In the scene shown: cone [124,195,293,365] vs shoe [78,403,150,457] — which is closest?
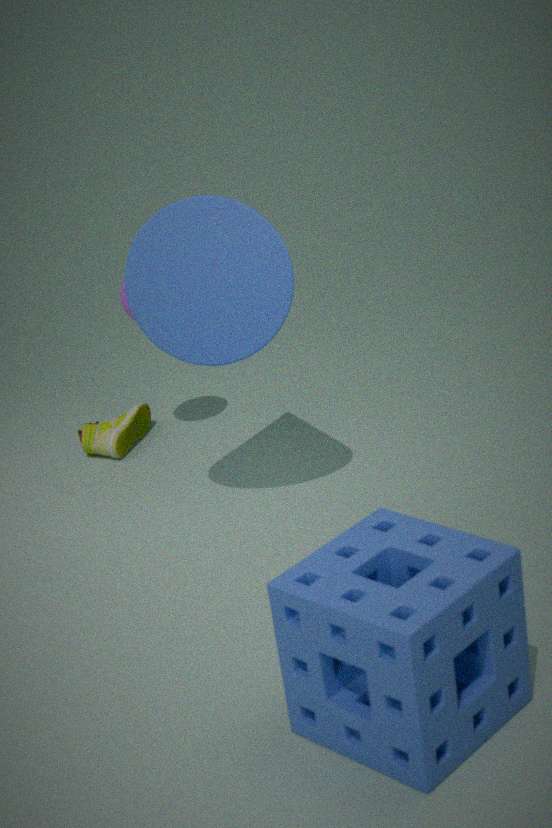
cone [124,195,293,365]
